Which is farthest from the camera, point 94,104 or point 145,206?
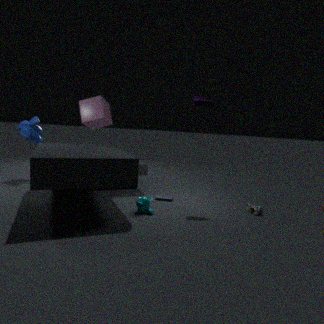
point 94,104
